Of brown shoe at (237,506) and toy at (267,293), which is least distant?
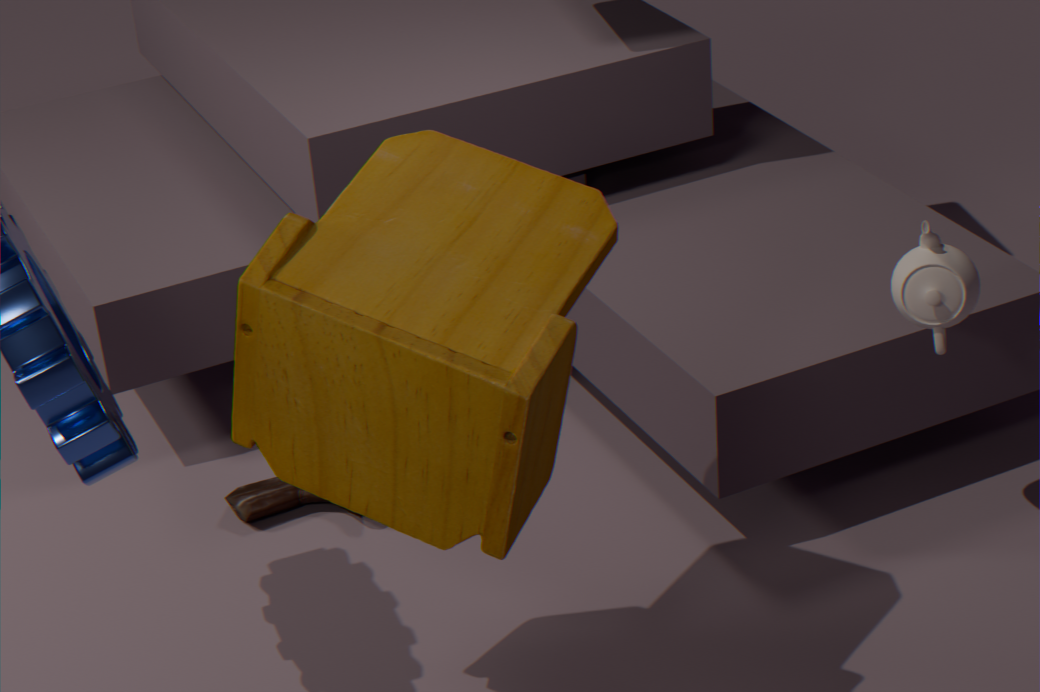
toy at (267,293)
